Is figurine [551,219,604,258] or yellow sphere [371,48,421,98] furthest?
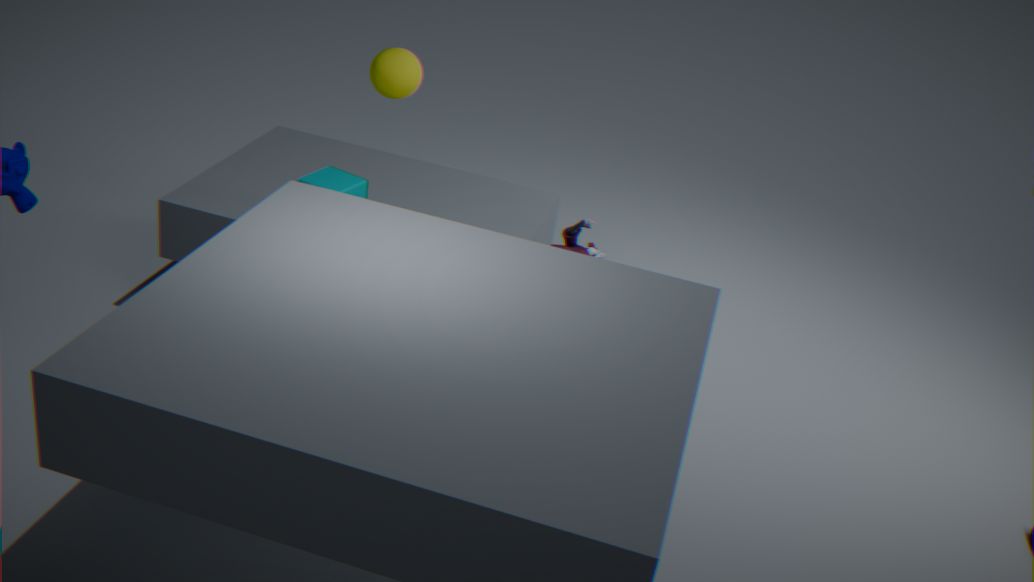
figurine [551,219,604,258]
